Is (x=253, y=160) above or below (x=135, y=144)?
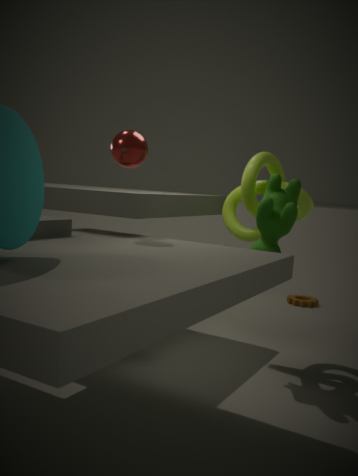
below
